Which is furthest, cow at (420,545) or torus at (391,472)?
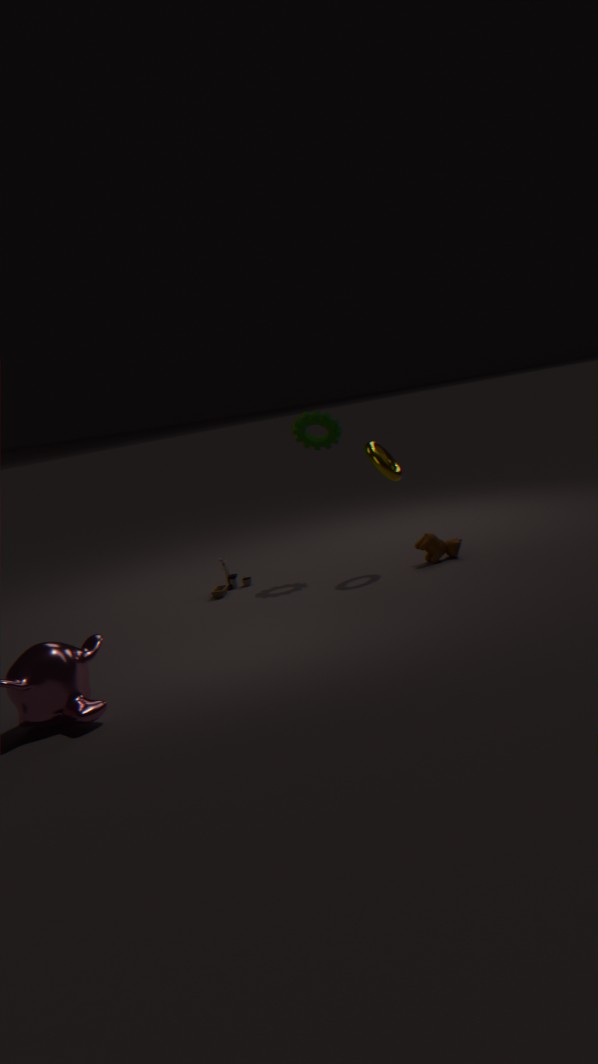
cow at (420,545)
